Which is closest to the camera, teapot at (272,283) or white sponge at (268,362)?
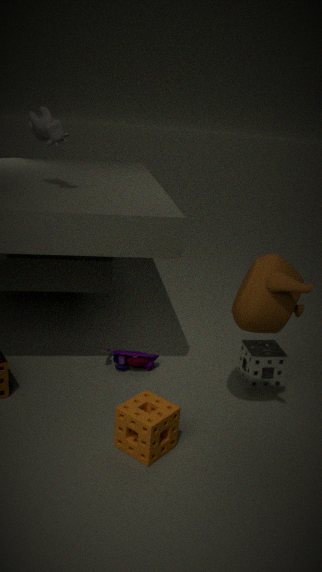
teapot at (272,283)
